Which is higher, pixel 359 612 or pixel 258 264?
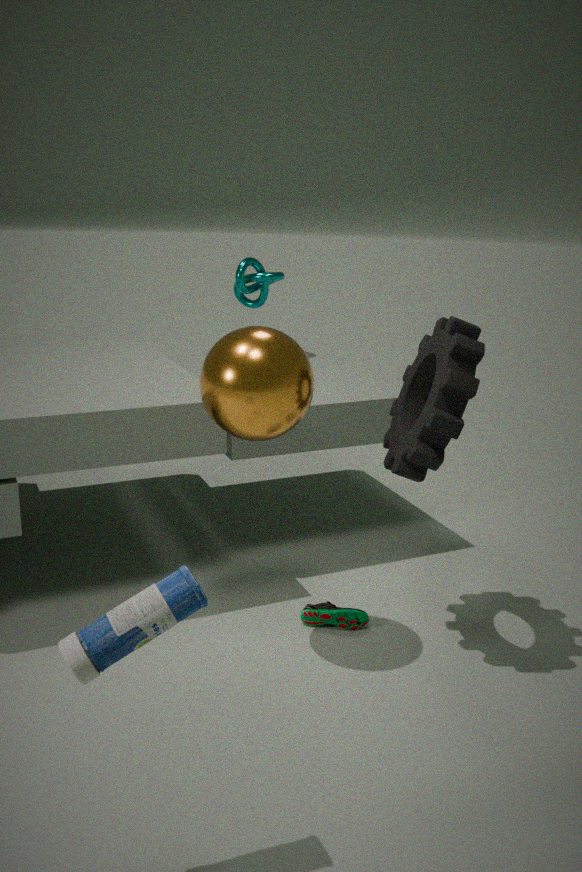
pixel 258 264
